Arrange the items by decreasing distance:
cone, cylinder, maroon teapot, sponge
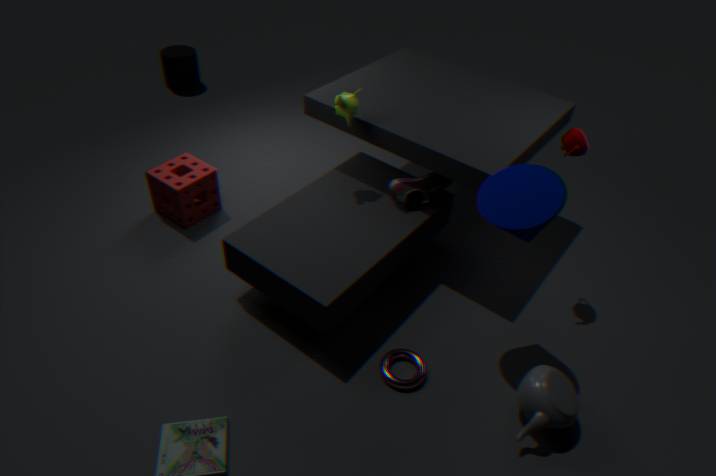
cylinder, sponge, maroon teapot, cone
